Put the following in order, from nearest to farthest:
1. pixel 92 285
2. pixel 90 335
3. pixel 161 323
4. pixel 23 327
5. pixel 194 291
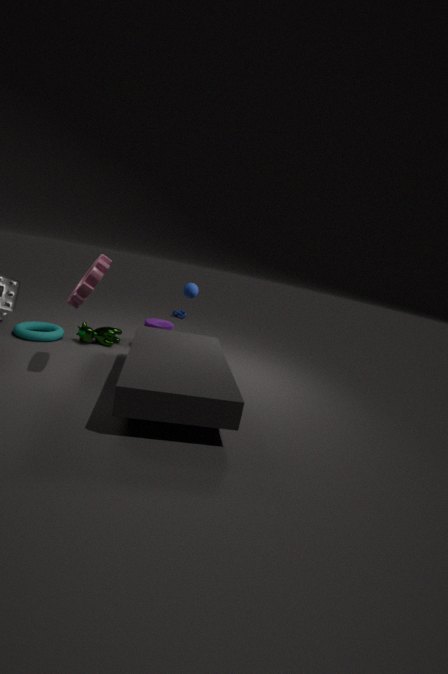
pixel 92 285 → pixel 23 327 → pixel 194 291 → pixel 90 335 → pixel 161 323
